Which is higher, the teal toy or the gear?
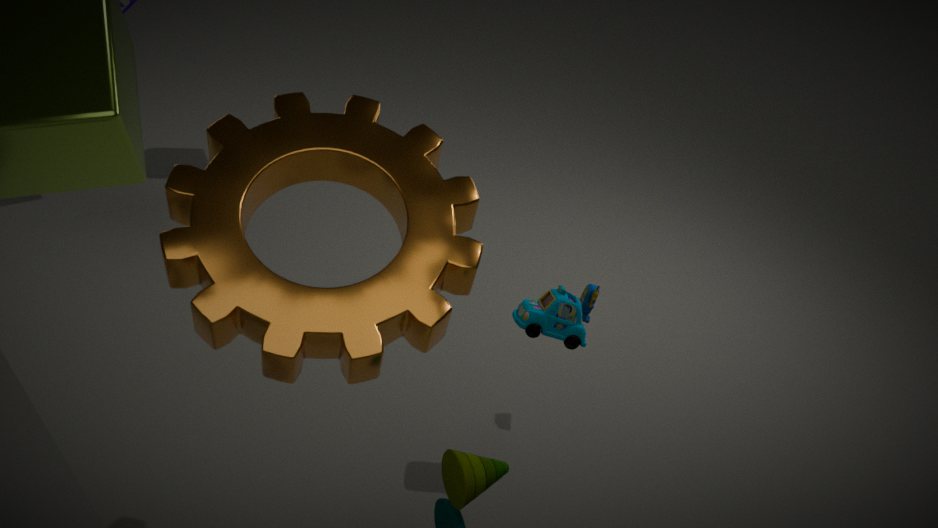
the gear
